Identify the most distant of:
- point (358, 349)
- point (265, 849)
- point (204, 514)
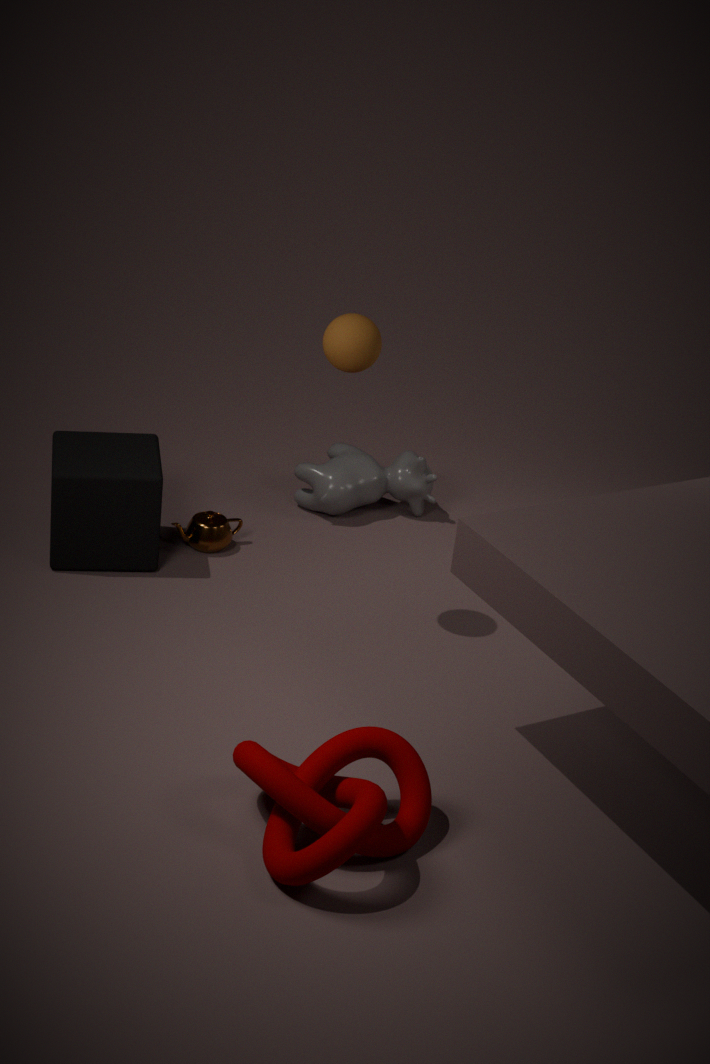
point (204, 514)
